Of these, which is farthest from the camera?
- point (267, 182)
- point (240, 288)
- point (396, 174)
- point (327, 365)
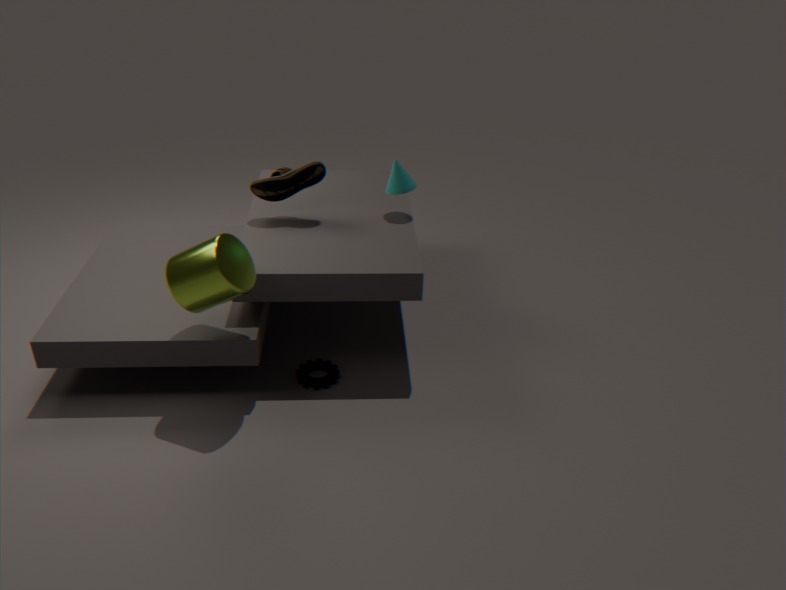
point (396, 174)
